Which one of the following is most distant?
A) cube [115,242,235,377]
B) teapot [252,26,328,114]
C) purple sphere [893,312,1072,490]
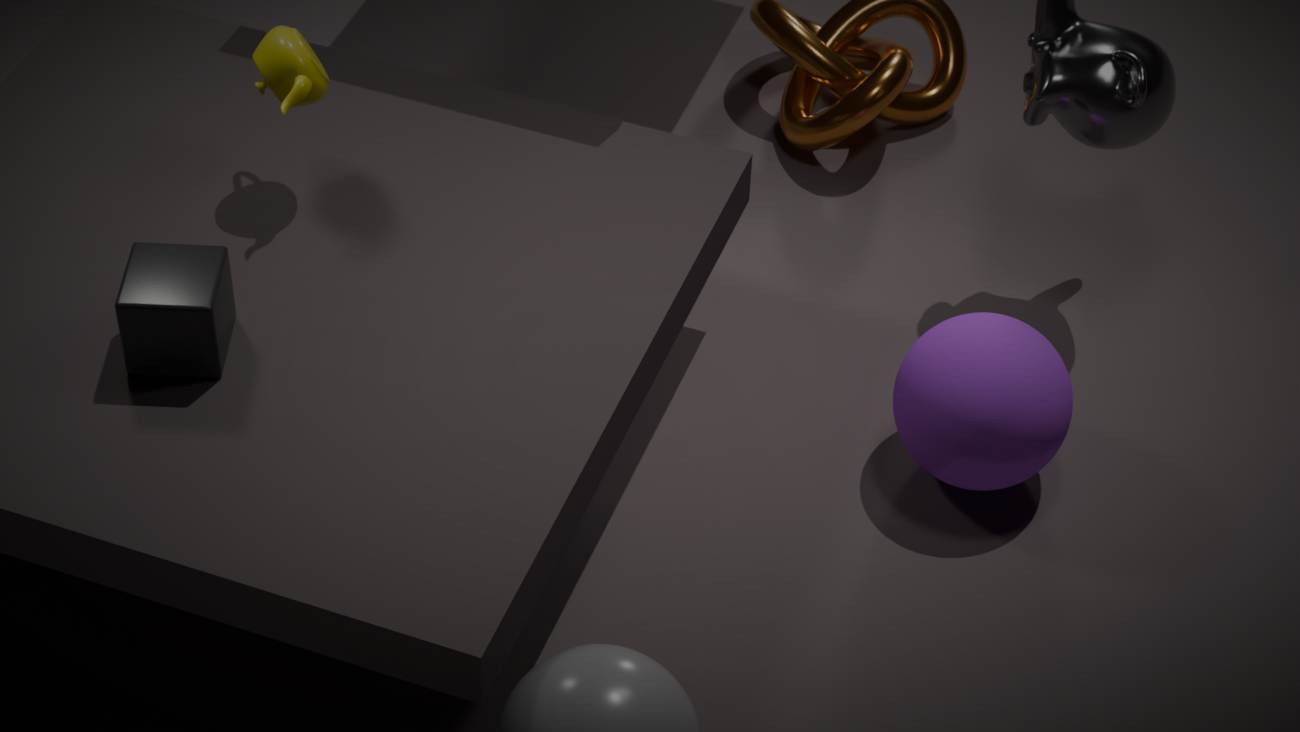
purple sphere [893,312,1072,490]
